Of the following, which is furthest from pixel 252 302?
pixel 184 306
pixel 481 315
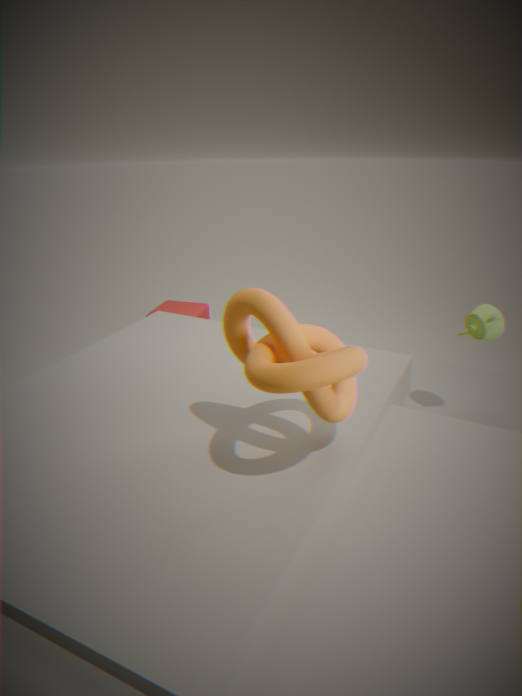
pixel 184 306
